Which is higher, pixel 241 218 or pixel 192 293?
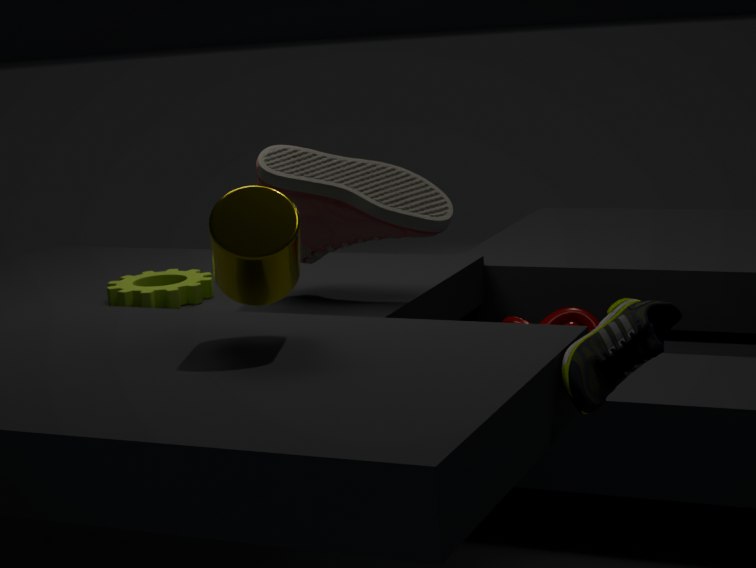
pixel 241 218
